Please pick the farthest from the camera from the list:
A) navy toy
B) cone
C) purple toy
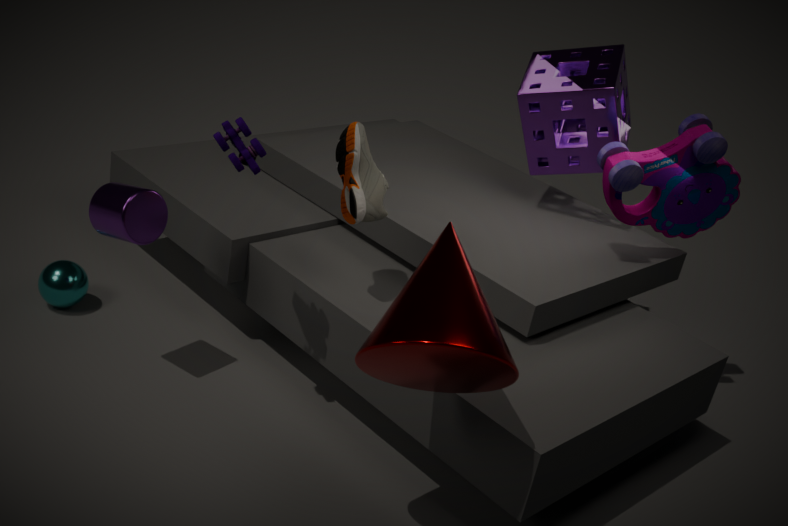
purple toy
